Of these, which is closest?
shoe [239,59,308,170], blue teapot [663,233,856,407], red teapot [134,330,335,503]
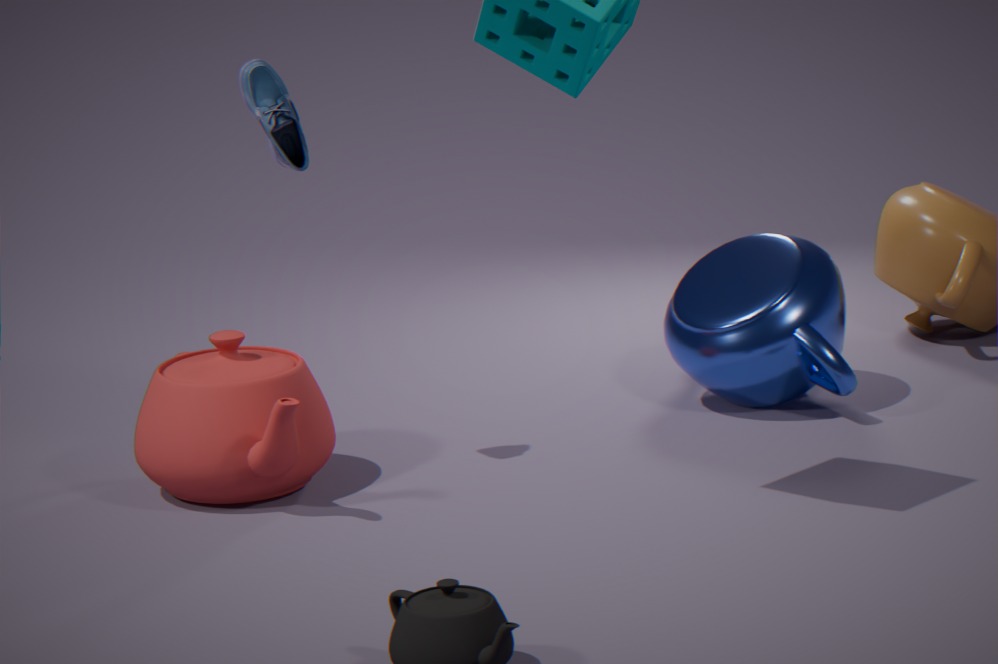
red teapot [134,330,335,503]
